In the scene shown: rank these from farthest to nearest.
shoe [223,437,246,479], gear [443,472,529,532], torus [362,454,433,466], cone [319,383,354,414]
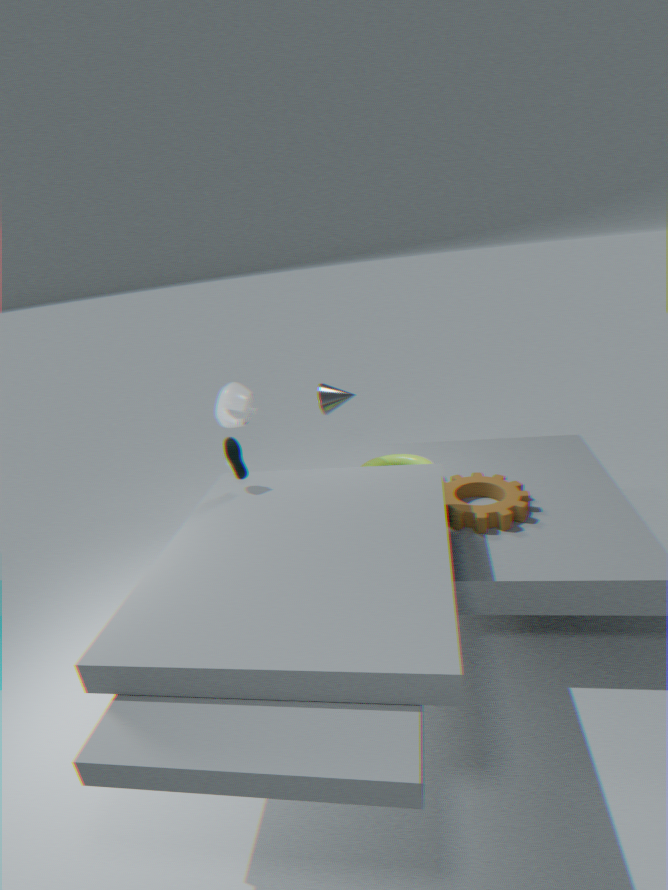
1. torus [362,454,433,466]
2. cone [319,383,354,414]
3. gear [443,472,529,532]
4. shoe [223,437,246,479]
